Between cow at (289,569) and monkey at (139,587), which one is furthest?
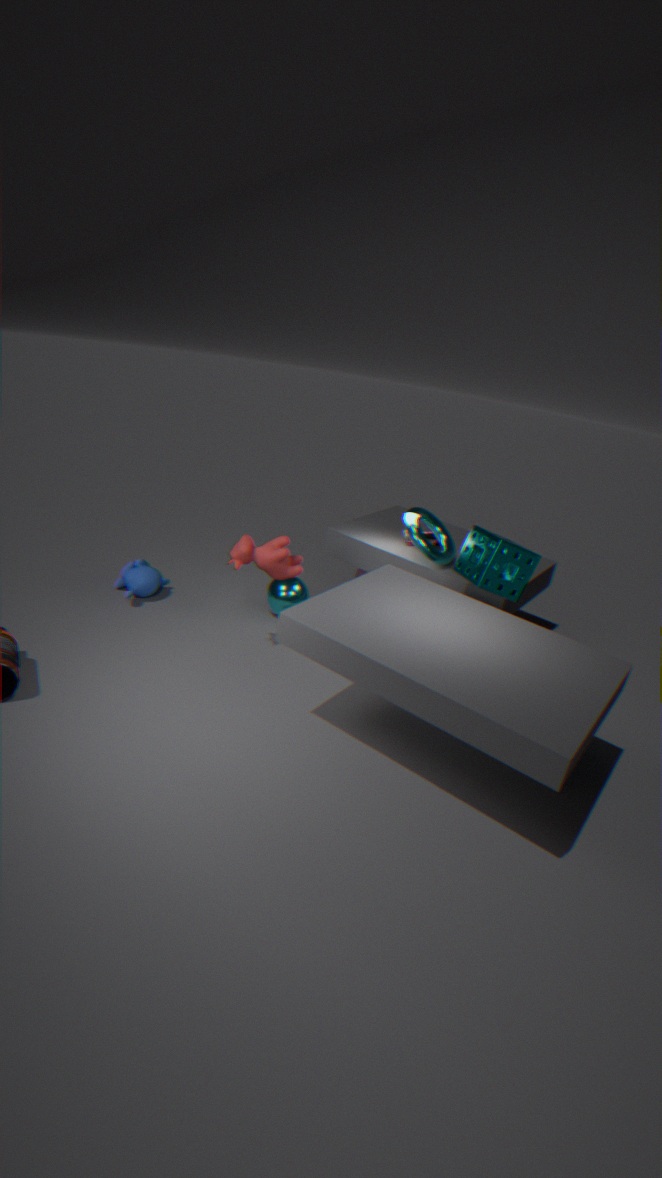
monkey at (139,587)
